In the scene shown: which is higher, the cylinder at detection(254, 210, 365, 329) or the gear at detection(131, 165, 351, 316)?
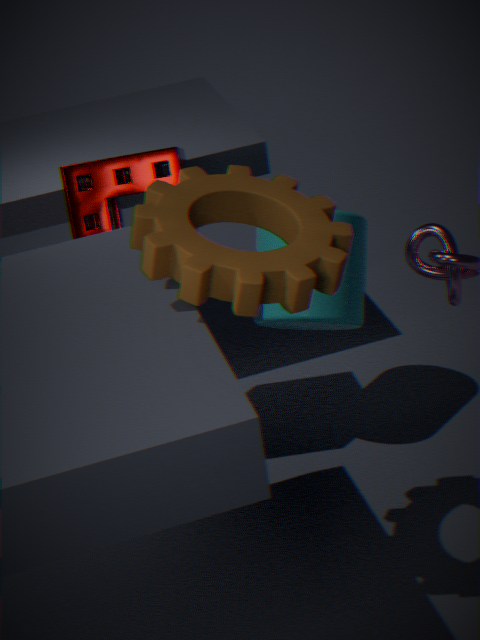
the gear at detection(131, 165, 351, 316)
